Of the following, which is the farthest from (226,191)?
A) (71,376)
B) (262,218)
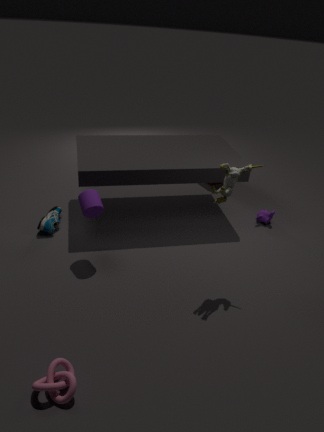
(71,376)
